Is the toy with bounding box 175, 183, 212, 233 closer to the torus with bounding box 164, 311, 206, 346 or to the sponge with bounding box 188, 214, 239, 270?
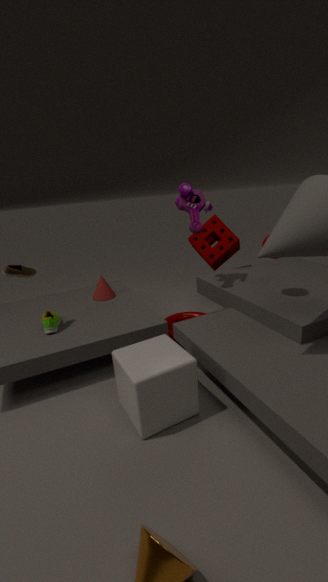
the sponge with bounding box 188, 214, 239, 270
